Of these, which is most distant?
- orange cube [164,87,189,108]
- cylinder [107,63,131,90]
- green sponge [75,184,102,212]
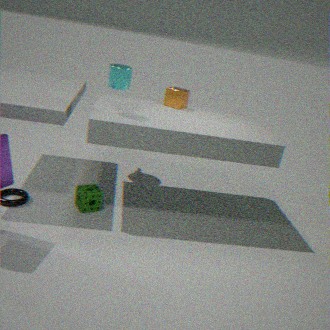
orange cube [164,87,189,108]
